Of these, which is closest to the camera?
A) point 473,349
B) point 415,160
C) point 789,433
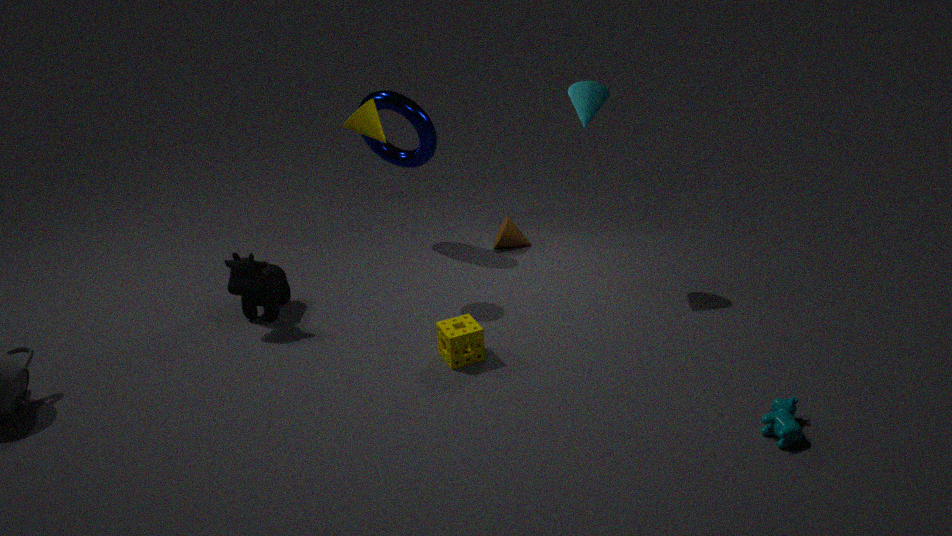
point 789,433
